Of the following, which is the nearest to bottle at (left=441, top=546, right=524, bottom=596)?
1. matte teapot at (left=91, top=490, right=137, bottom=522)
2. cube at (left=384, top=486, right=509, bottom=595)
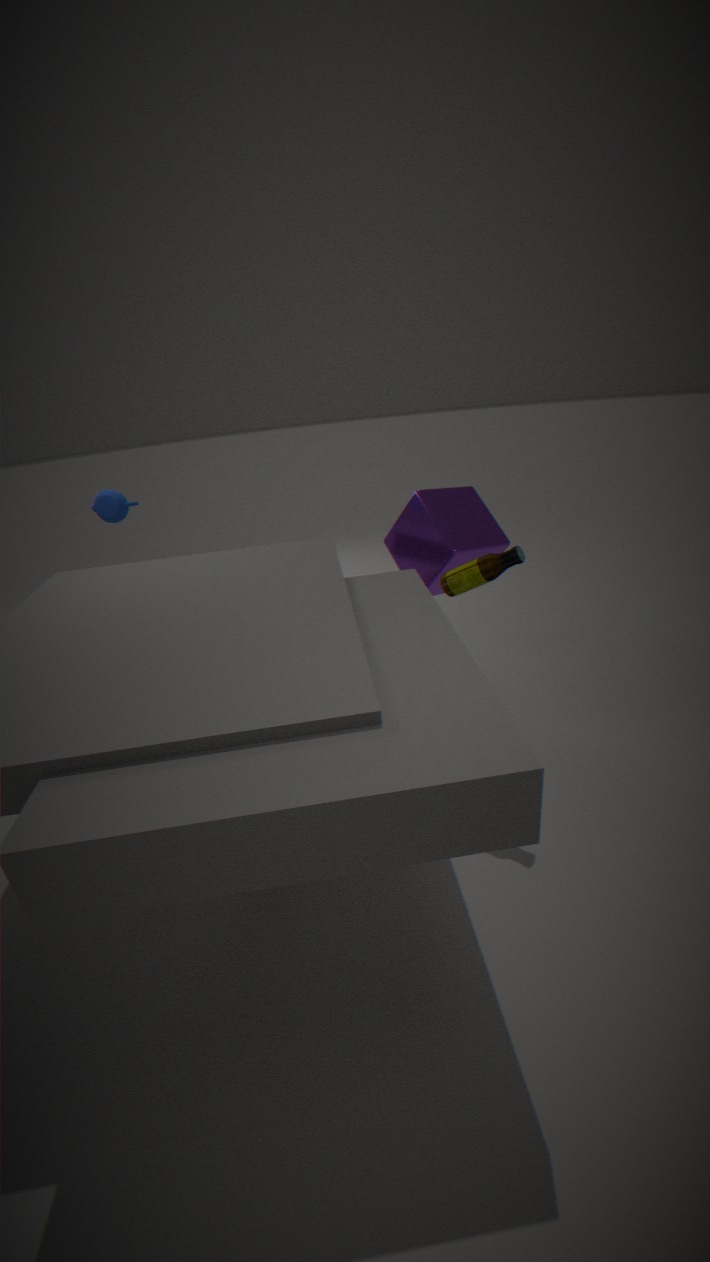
cube at (left=384, top=486, right=509, bottom=595)
